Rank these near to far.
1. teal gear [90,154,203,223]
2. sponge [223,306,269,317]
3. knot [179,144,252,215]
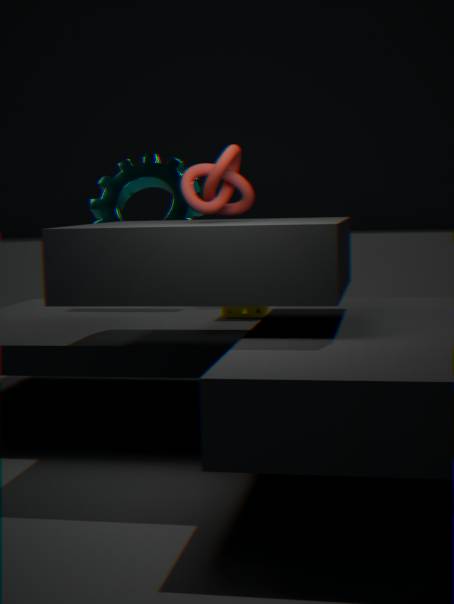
knot [179,144,252,215]
sponge [223,306,269,317]
teal gear [90,154,203,223]
